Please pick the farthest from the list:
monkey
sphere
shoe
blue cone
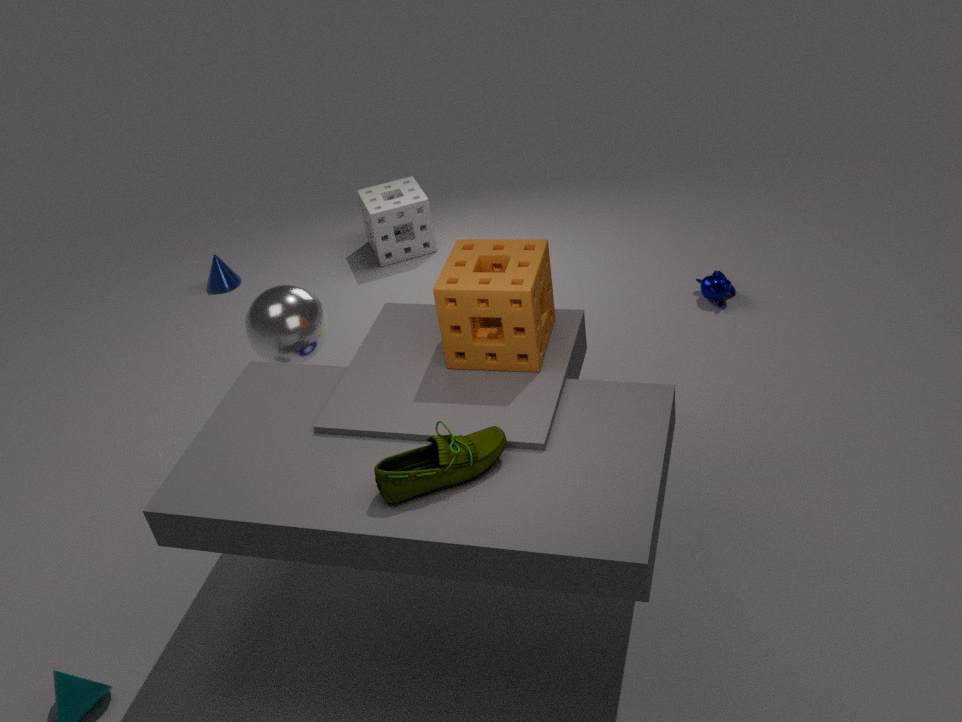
blue cone
